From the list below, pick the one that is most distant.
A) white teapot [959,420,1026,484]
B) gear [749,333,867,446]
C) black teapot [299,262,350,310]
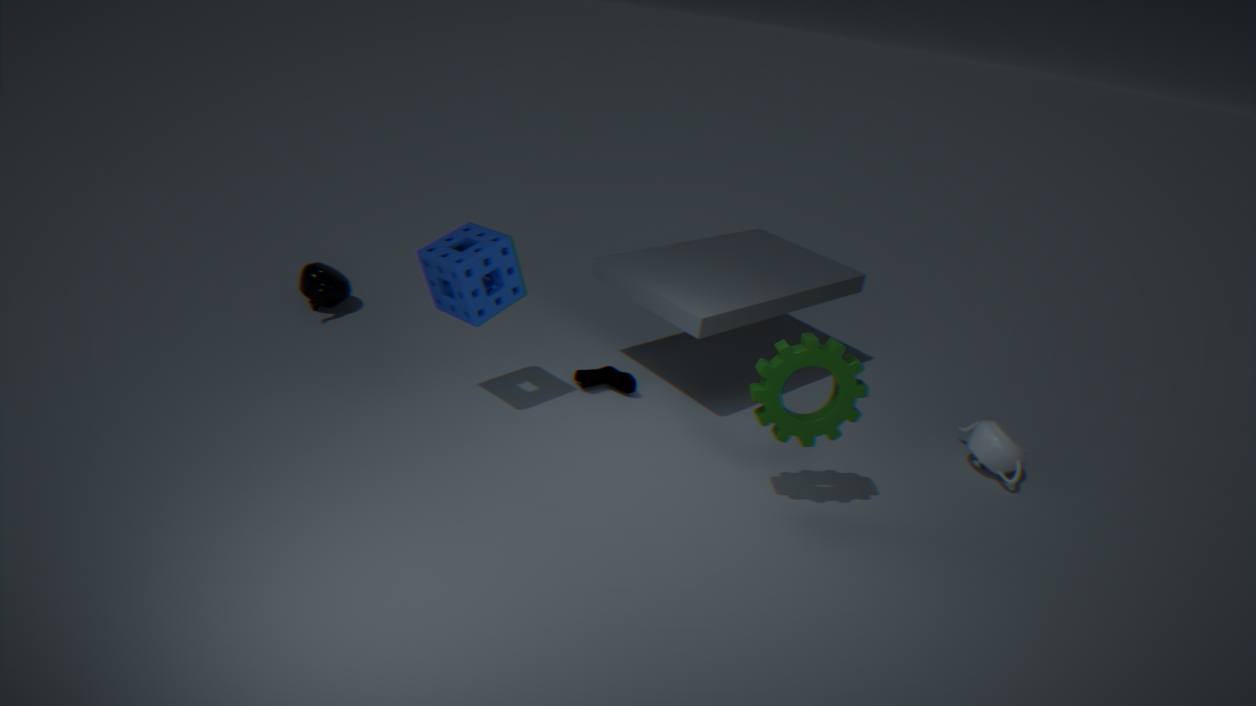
black teapot [299,262,350,310]
